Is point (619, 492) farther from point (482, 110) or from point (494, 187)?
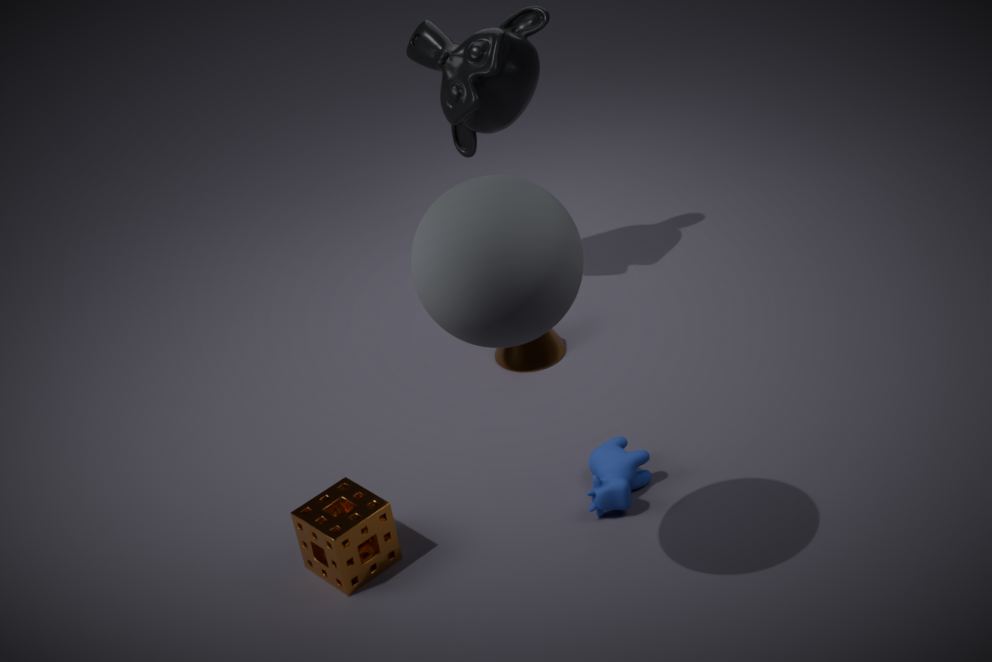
point (482, 110)
